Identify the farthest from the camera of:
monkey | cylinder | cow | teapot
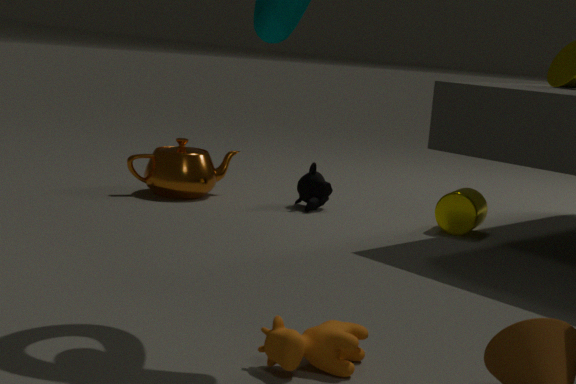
teapot
